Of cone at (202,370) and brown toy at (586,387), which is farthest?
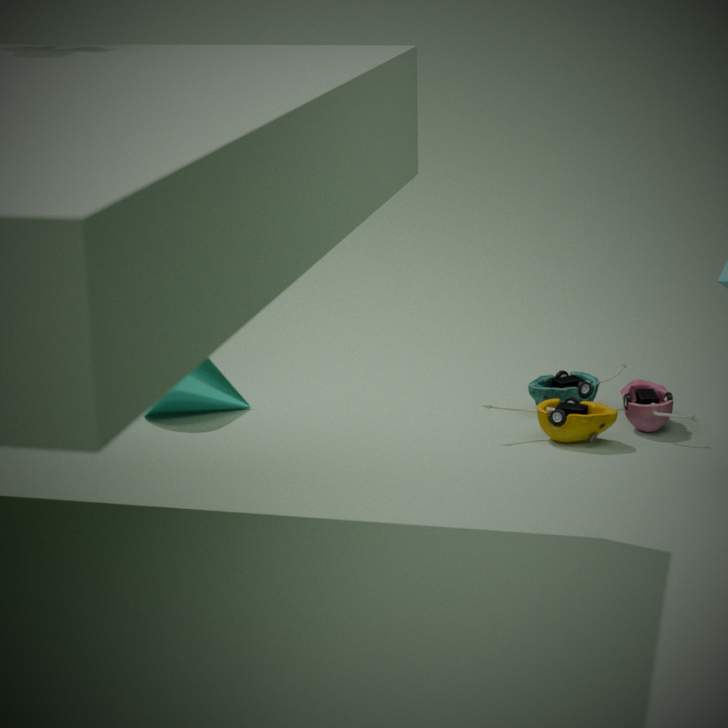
cone at (202,370)
